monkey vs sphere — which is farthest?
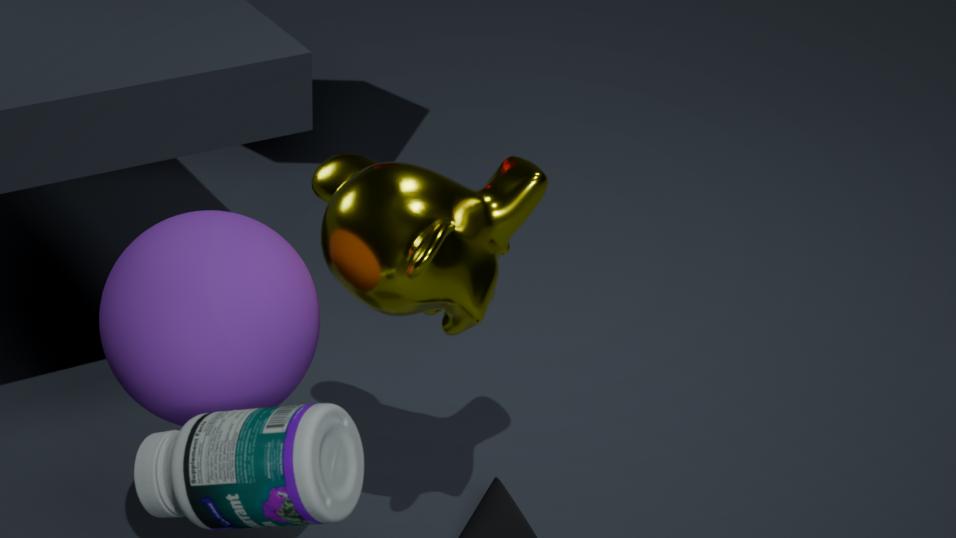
monkey
